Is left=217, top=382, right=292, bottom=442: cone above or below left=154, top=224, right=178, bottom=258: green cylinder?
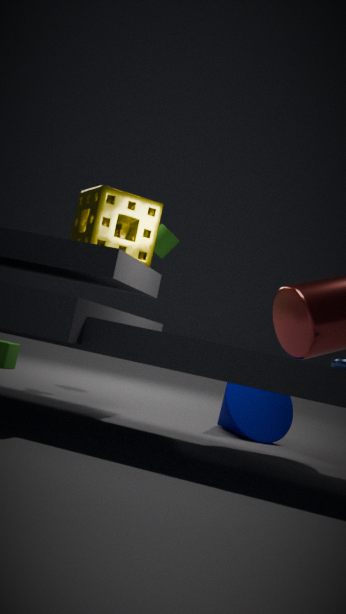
below
